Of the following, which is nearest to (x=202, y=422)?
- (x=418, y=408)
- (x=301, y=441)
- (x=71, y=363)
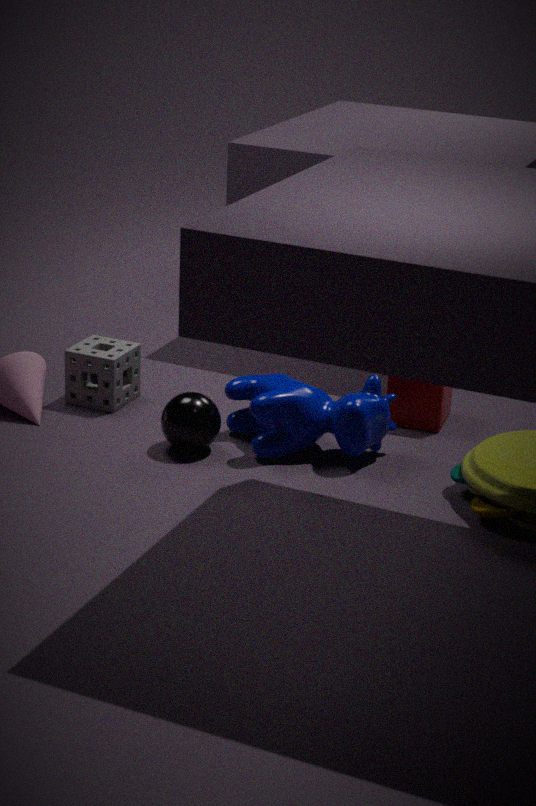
(x=301, y=441)
